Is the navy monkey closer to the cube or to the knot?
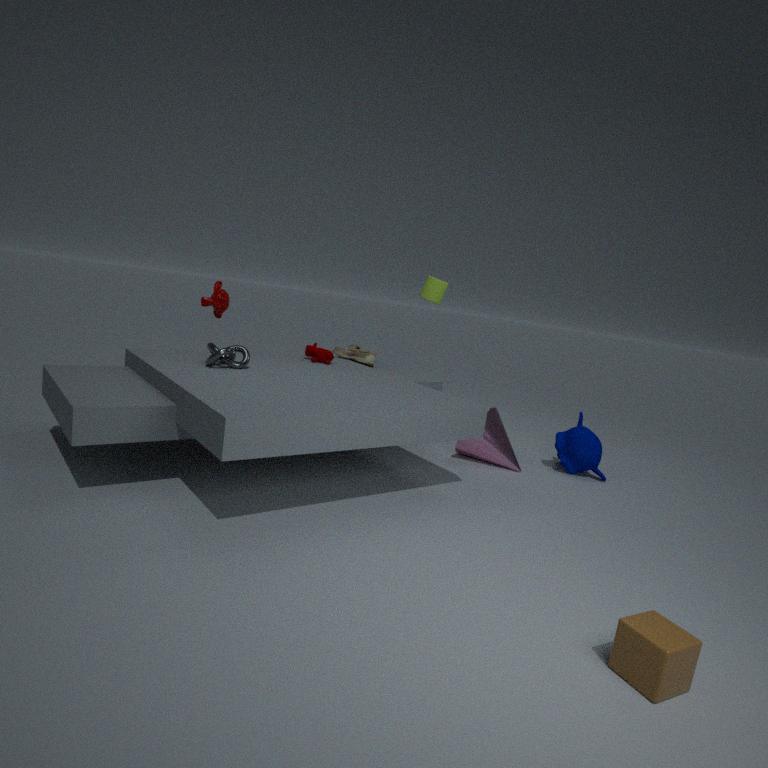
the cube
